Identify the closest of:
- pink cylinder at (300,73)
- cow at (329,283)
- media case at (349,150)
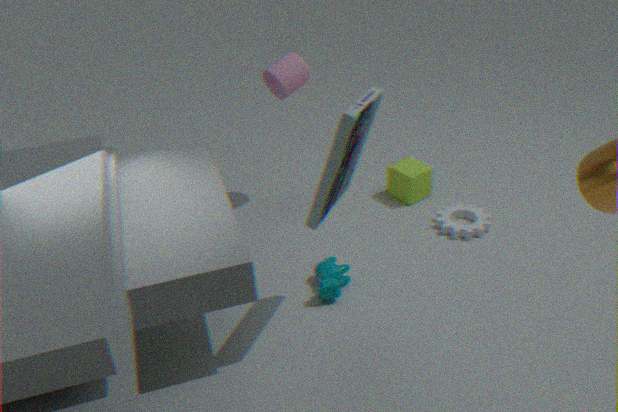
media case at (349,150)
